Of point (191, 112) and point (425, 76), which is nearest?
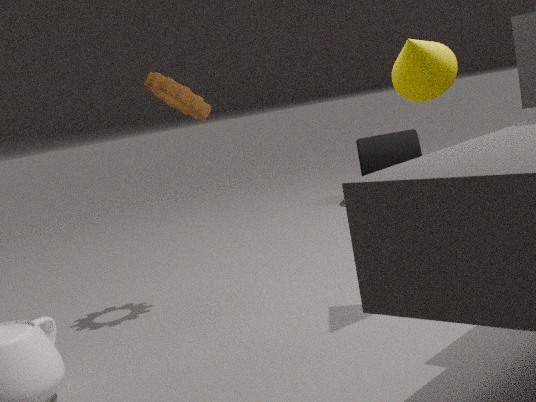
point (425, 76)
